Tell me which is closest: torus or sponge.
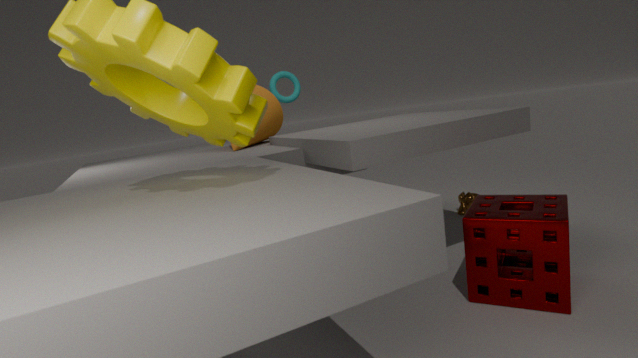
sponge
